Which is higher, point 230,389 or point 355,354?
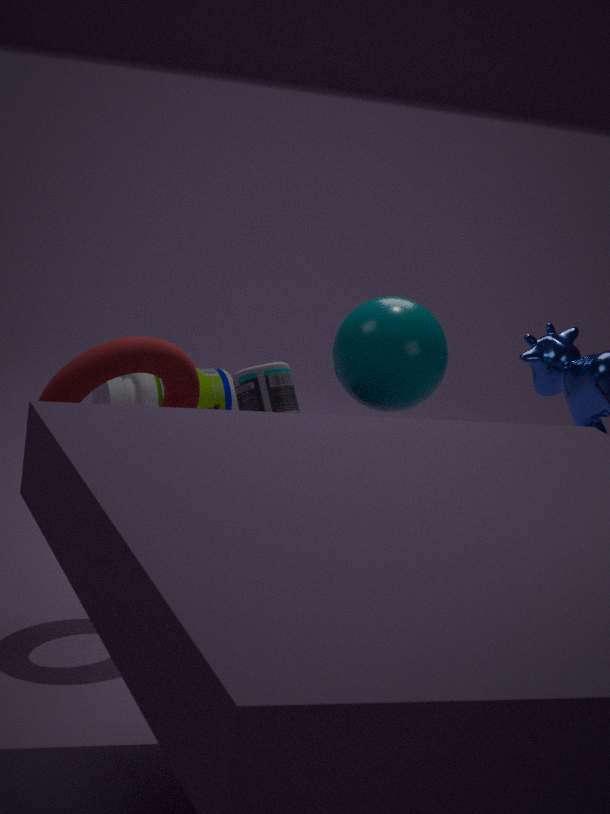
point 355,354
